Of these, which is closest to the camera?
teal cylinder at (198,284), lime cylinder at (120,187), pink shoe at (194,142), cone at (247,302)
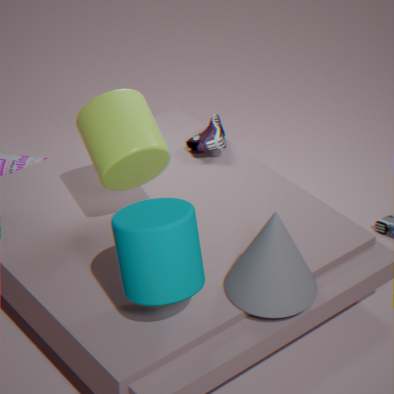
teal cylinder at (198,284)
